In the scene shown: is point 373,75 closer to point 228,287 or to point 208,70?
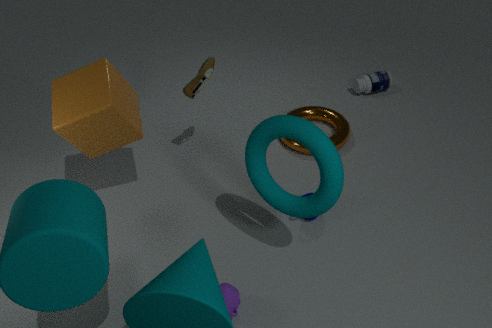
point 208,70
